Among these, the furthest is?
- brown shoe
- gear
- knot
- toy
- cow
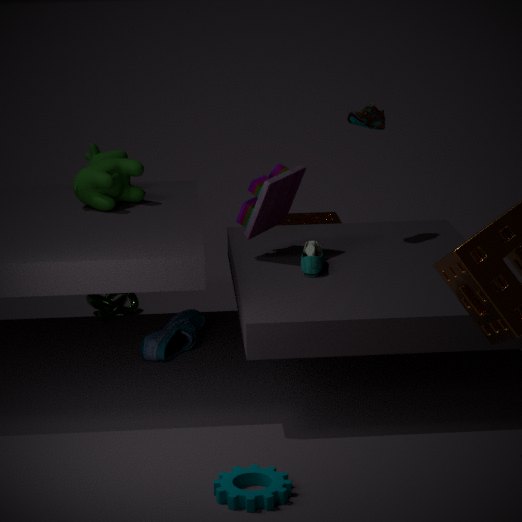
knot
